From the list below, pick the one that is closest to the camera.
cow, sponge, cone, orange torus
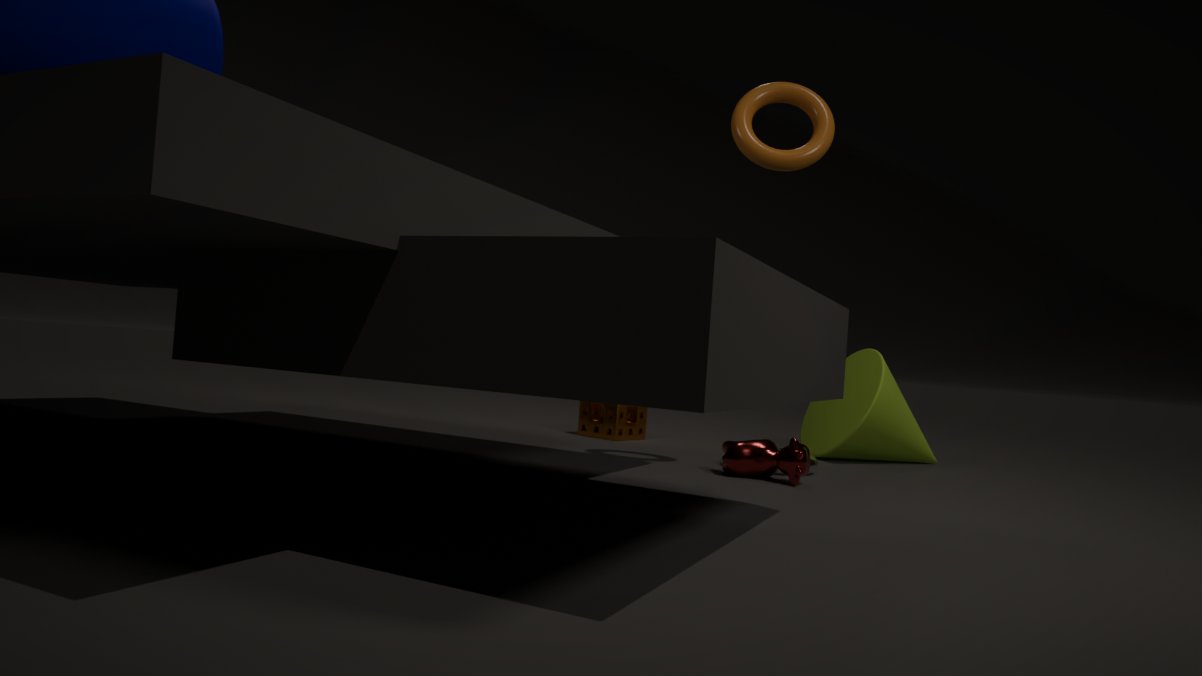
orange torus
